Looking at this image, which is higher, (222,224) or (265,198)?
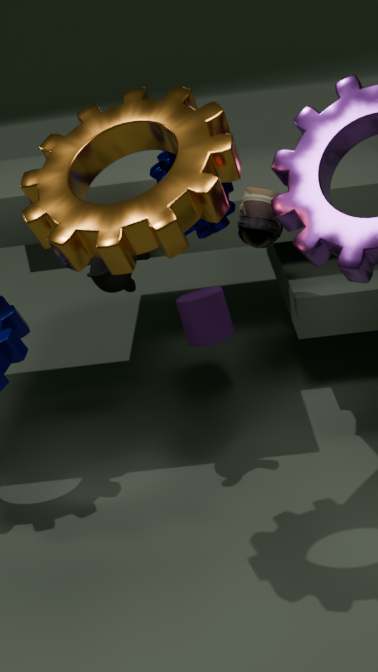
(222,224)
